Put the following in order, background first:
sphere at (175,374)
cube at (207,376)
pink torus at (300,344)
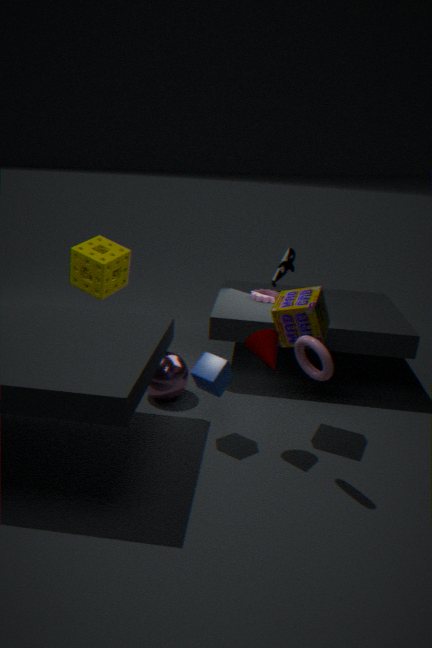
sphere at (175,374) < cube at (207,376) < pink torus at (300,344)
